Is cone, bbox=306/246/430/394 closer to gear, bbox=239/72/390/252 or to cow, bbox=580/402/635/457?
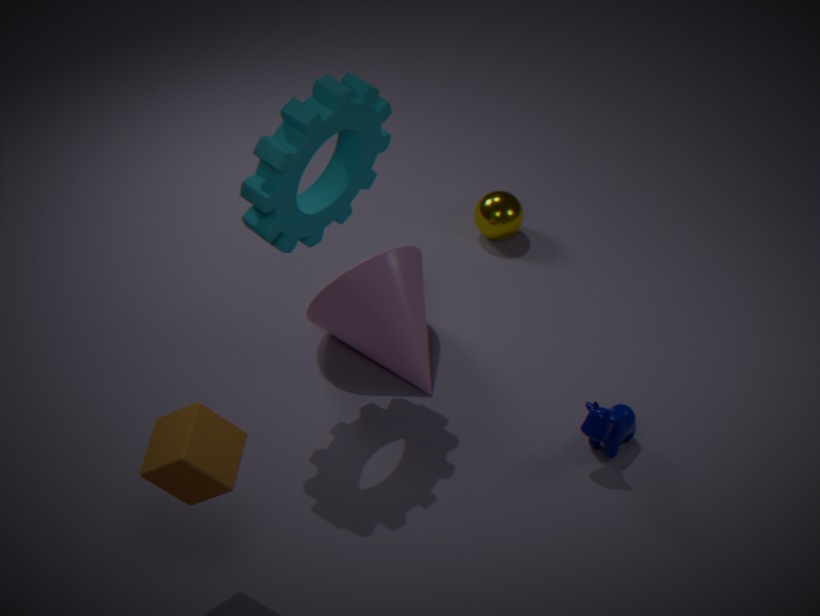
gear, bbox=239/72/390/252
